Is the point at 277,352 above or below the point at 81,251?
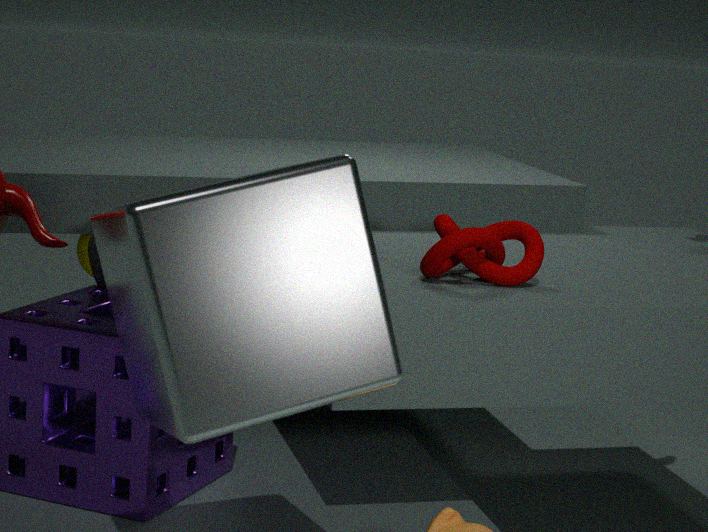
above
